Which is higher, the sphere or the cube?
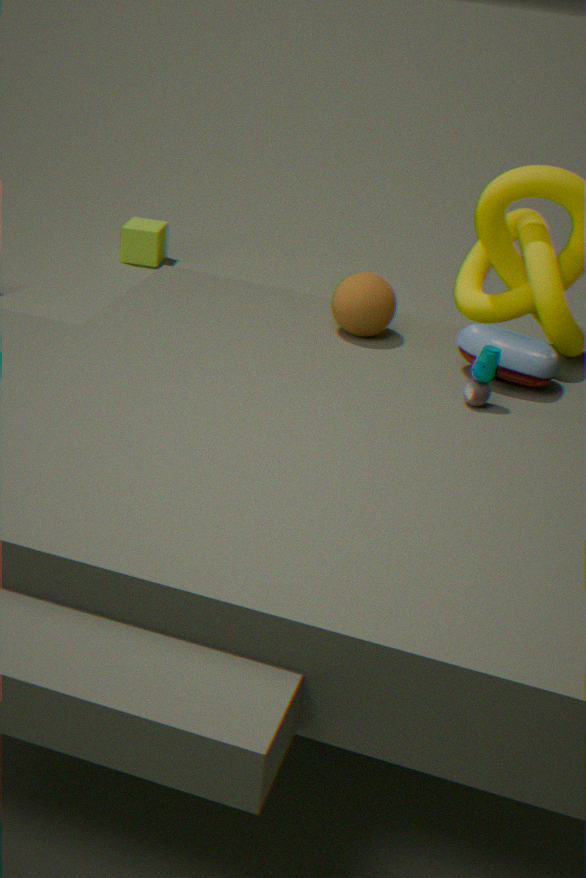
the sphere
